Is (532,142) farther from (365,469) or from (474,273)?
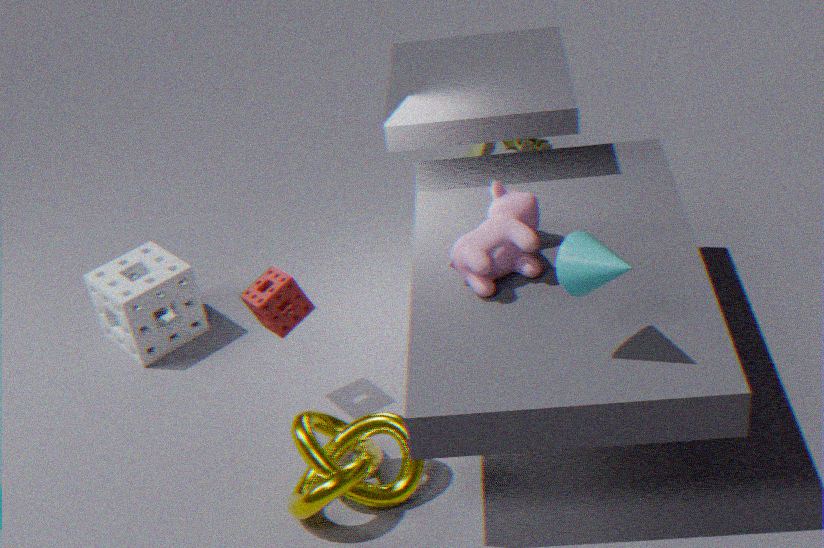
(365,469)
